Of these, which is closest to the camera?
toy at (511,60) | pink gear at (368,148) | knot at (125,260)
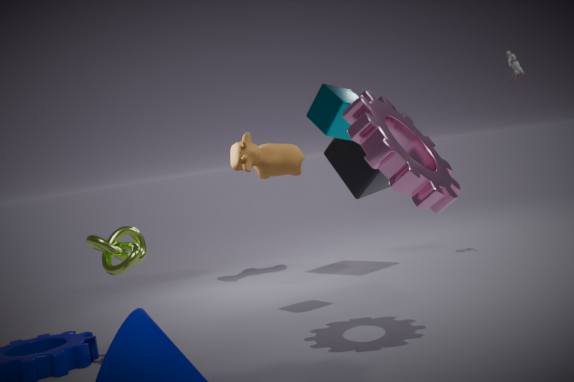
pink gear at (368,148)
